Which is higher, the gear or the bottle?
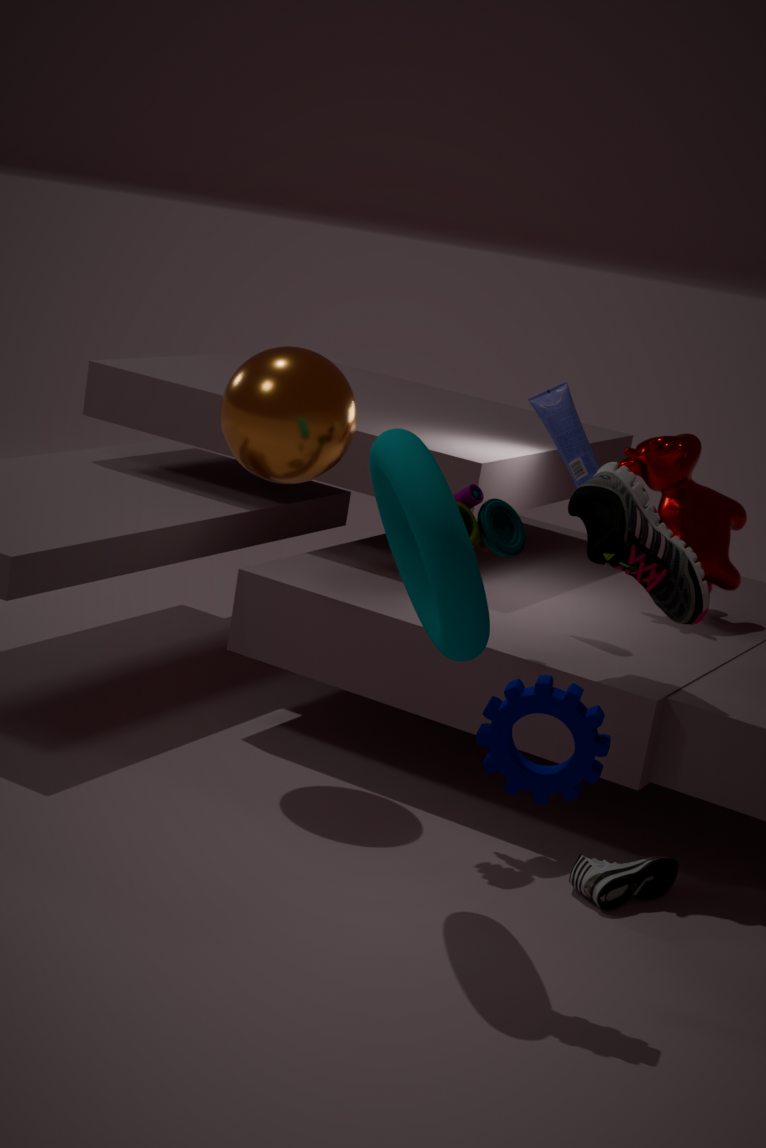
the bottle
